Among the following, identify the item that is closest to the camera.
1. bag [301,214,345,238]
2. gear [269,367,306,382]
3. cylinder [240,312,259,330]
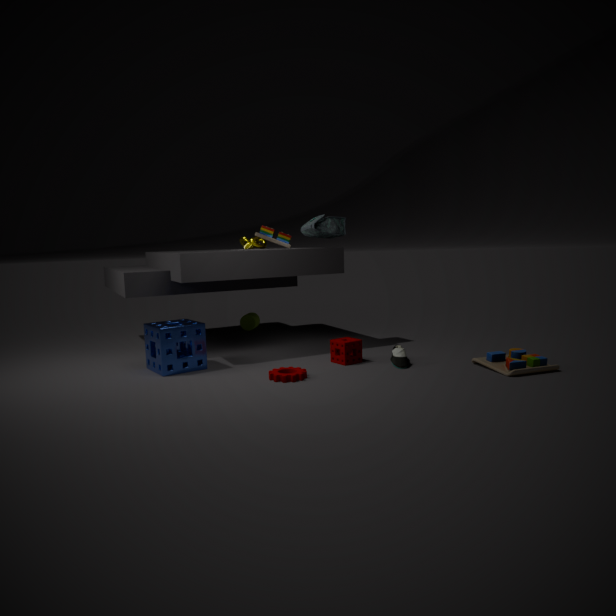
gear [269,367,306,382]
